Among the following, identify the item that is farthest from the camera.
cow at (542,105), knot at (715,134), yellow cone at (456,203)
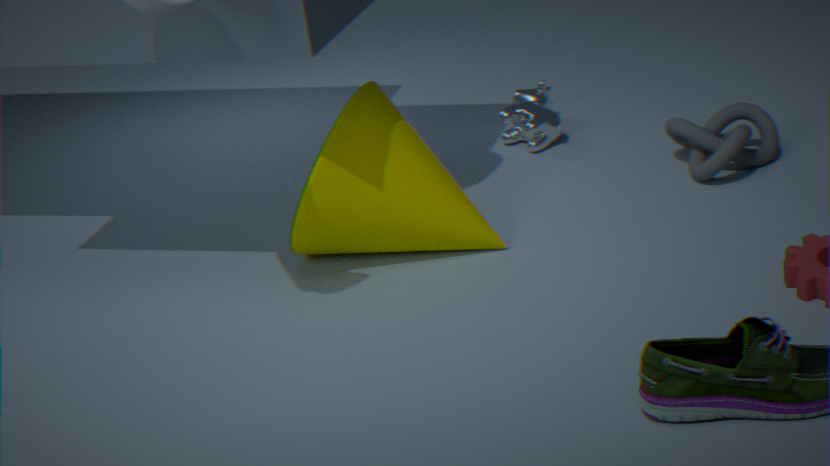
cow at (542,105)
